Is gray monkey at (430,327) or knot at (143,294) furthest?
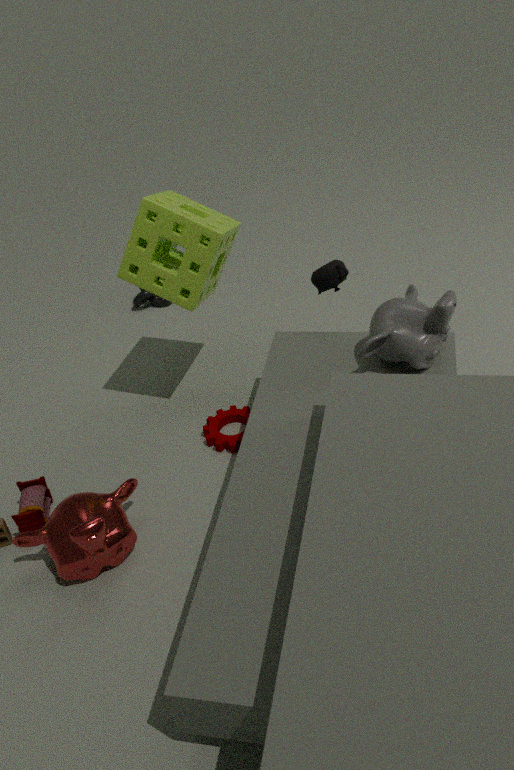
knot at (143,294)
